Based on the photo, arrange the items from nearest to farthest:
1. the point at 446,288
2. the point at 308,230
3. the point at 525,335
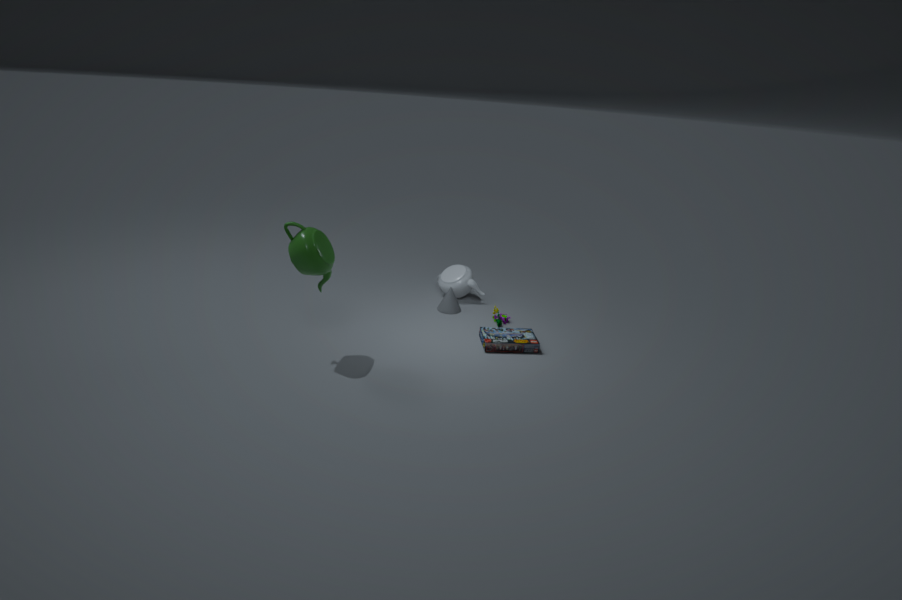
the point at 308,230 < the point at 525,335 < the point at 446,288
